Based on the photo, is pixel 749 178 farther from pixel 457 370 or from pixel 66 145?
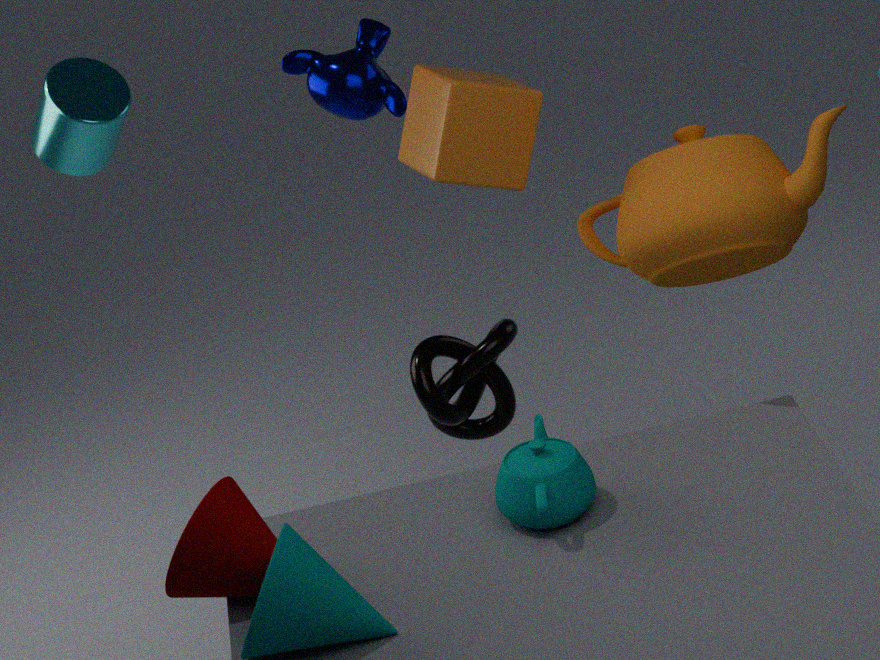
pixel 66 145
